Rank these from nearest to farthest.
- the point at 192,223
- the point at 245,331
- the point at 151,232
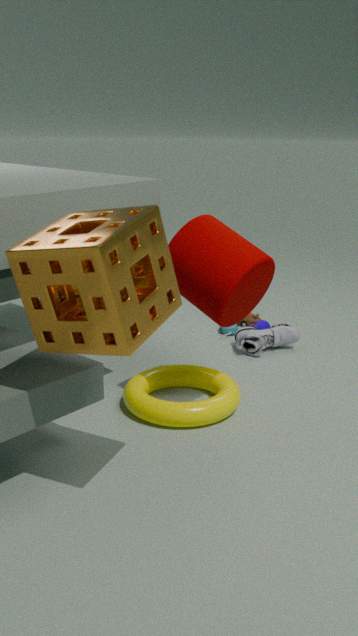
the point at 151,232, the point at 192,223, the point at 245,331
